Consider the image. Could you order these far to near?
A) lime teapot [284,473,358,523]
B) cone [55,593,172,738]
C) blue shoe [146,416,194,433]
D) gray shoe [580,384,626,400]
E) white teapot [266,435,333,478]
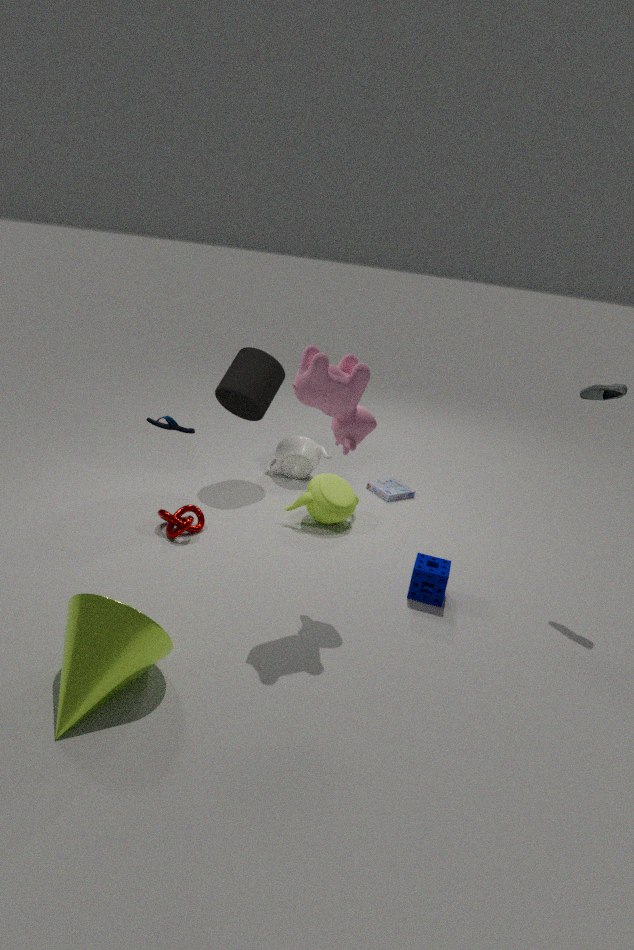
white teapot [266,435,333,478], lime teapot [284,473,358,523], gray shoe [580,384,626,400], blue shoe [146,416,194,433], cone [55,593,172,738]
